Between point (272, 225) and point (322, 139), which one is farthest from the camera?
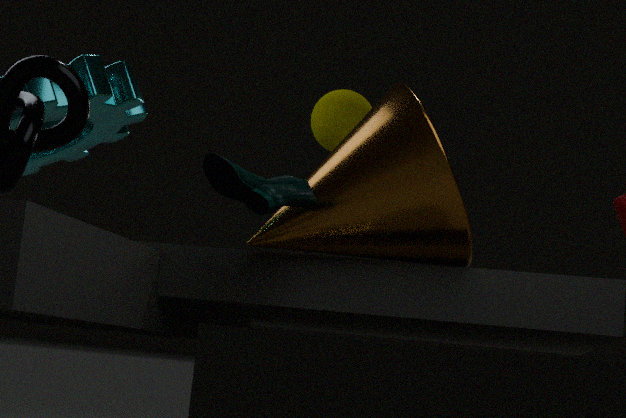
point (322, 139)
